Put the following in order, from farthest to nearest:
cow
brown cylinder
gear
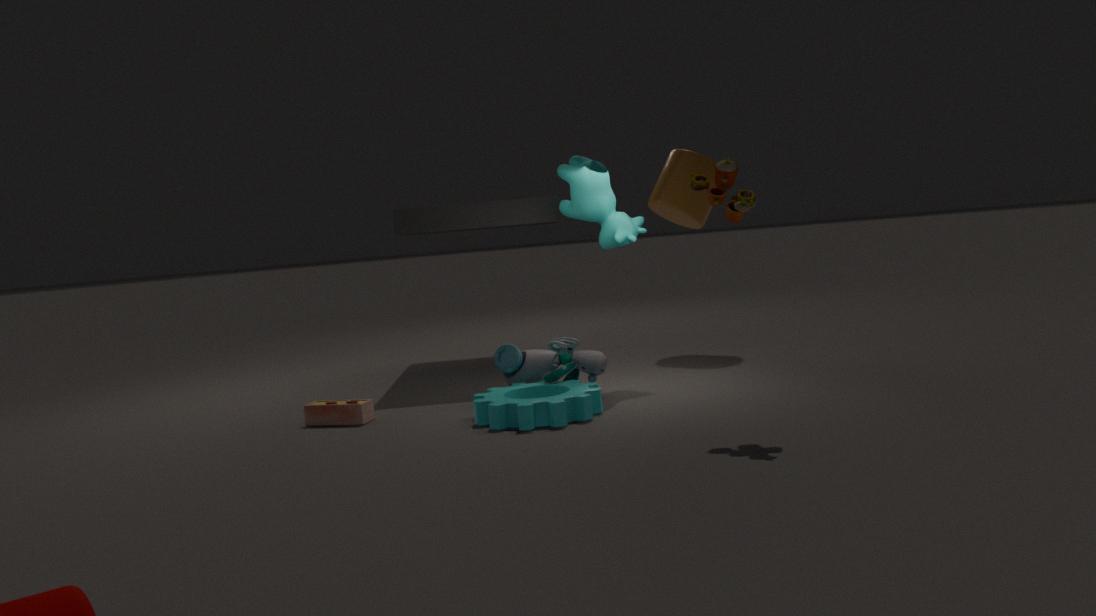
brown cylinder → cow → gear
